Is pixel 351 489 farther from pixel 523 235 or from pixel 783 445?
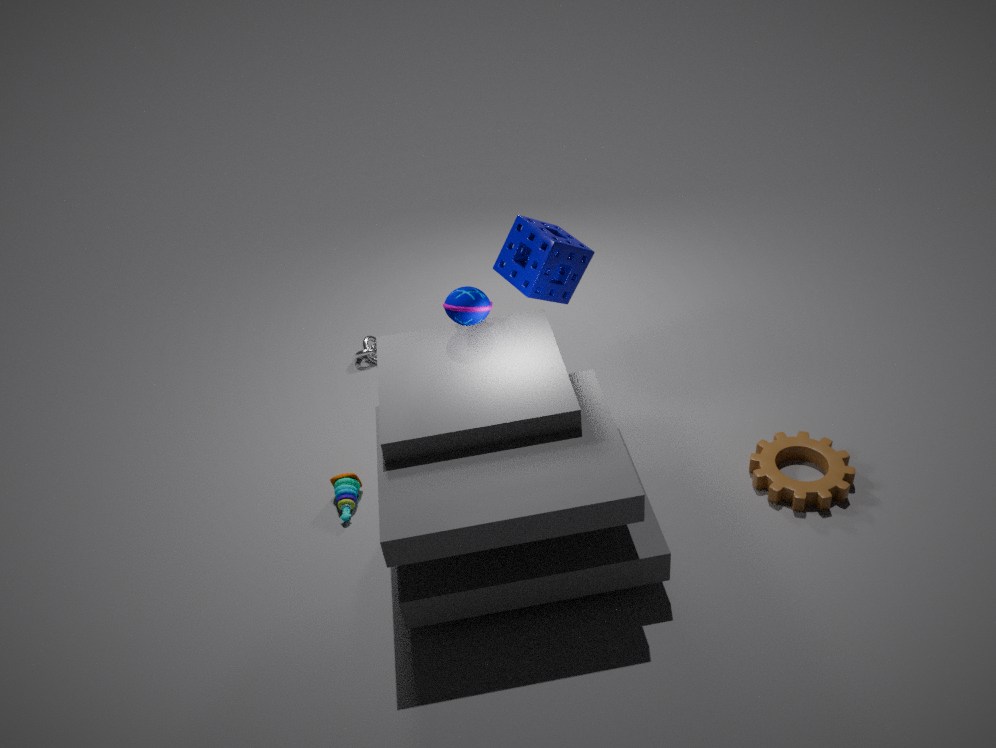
pixel 783 445
